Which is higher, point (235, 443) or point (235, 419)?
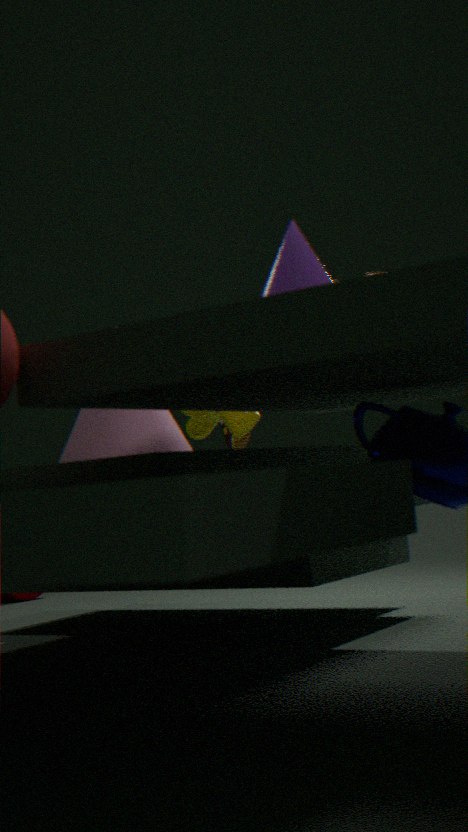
point (235, 419)
